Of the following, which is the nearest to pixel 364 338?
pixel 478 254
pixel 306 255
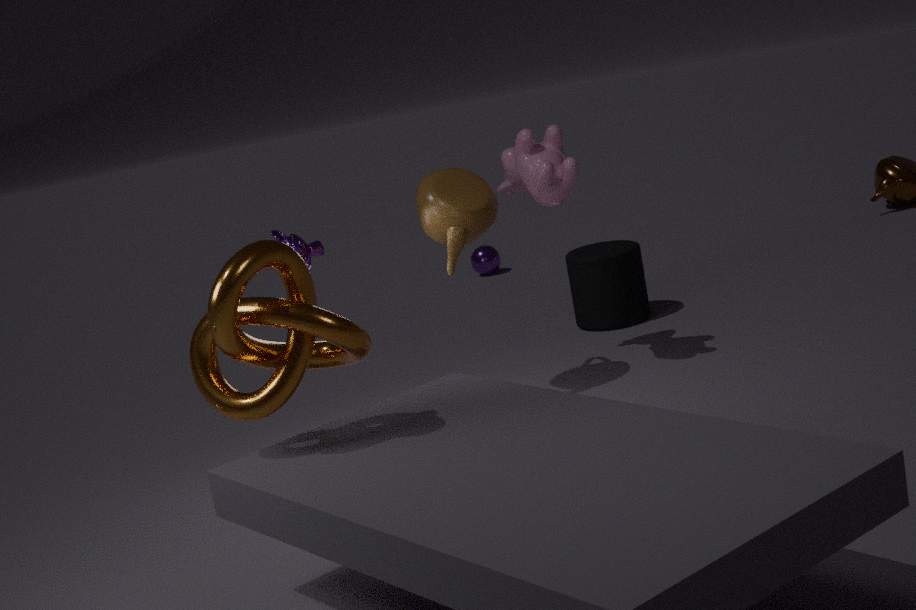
pixel 306 255
